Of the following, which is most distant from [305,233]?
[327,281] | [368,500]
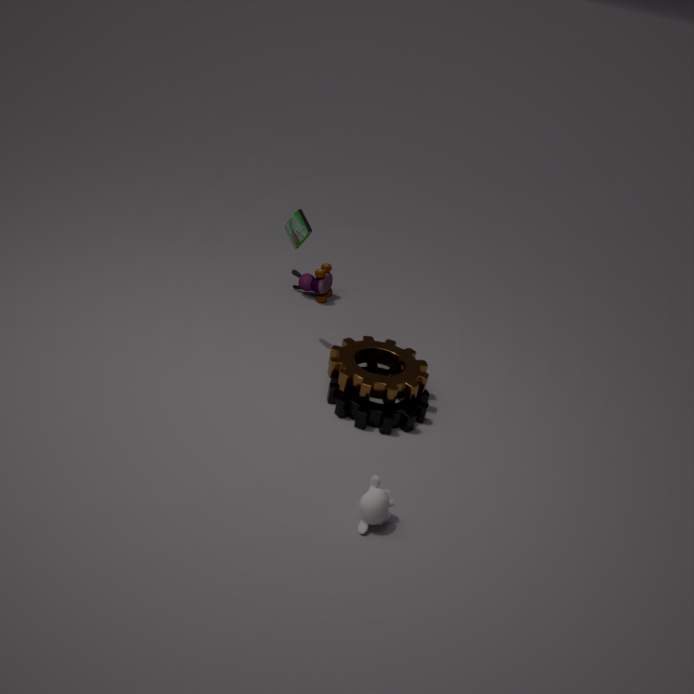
[368,500]
